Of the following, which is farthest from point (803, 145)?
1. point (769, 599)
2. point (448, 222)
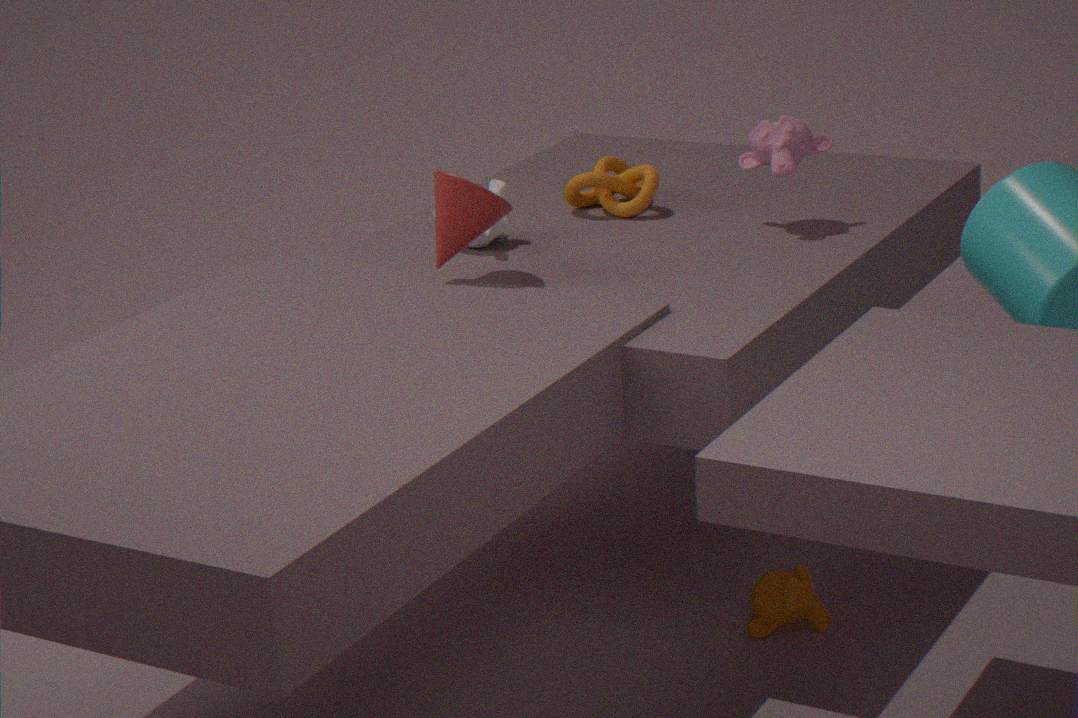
point (769, 599)
